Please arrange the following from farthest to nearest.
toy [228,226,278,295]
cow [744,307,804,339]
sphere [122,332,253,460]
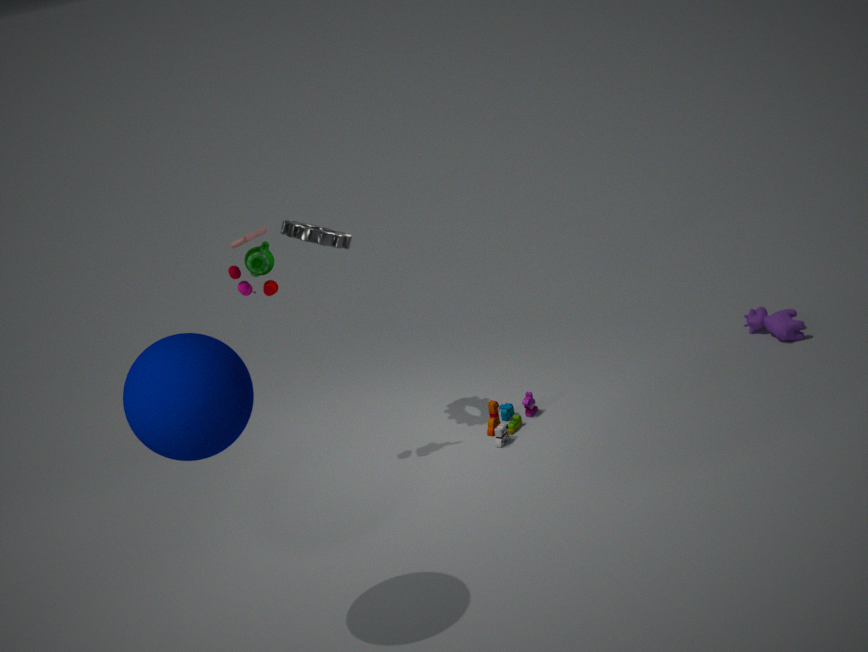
cow [744,307,804,339]
toy [228,226,278,295]
sphere [122,332,253,460]
